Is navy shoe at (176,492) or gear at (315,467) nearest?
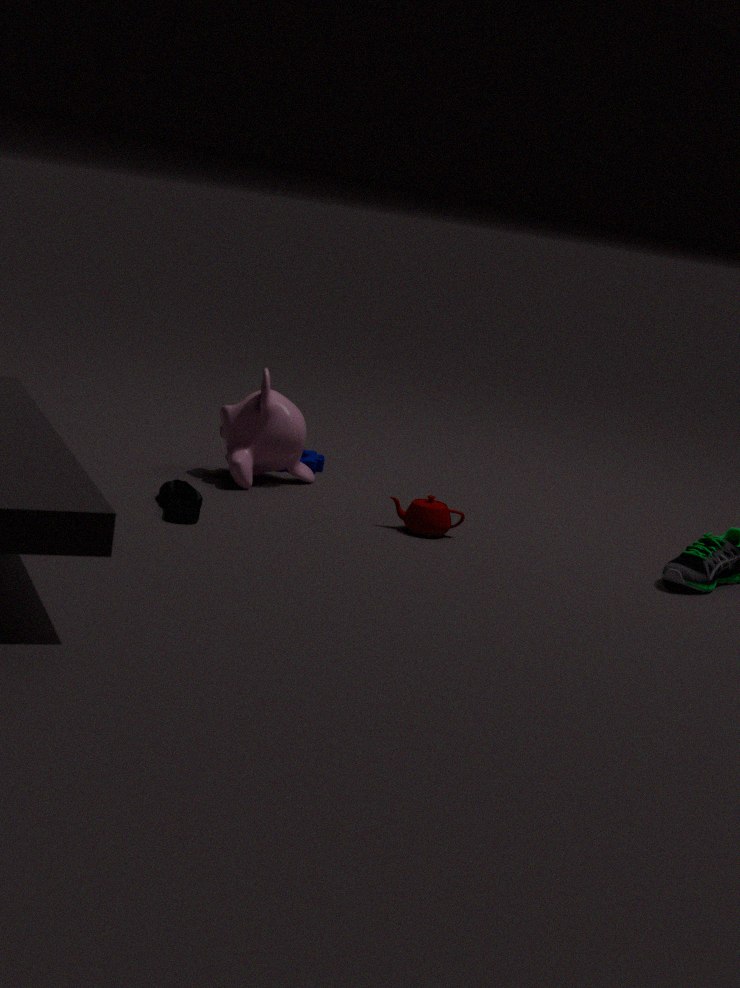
navy shoe at (176,492)
